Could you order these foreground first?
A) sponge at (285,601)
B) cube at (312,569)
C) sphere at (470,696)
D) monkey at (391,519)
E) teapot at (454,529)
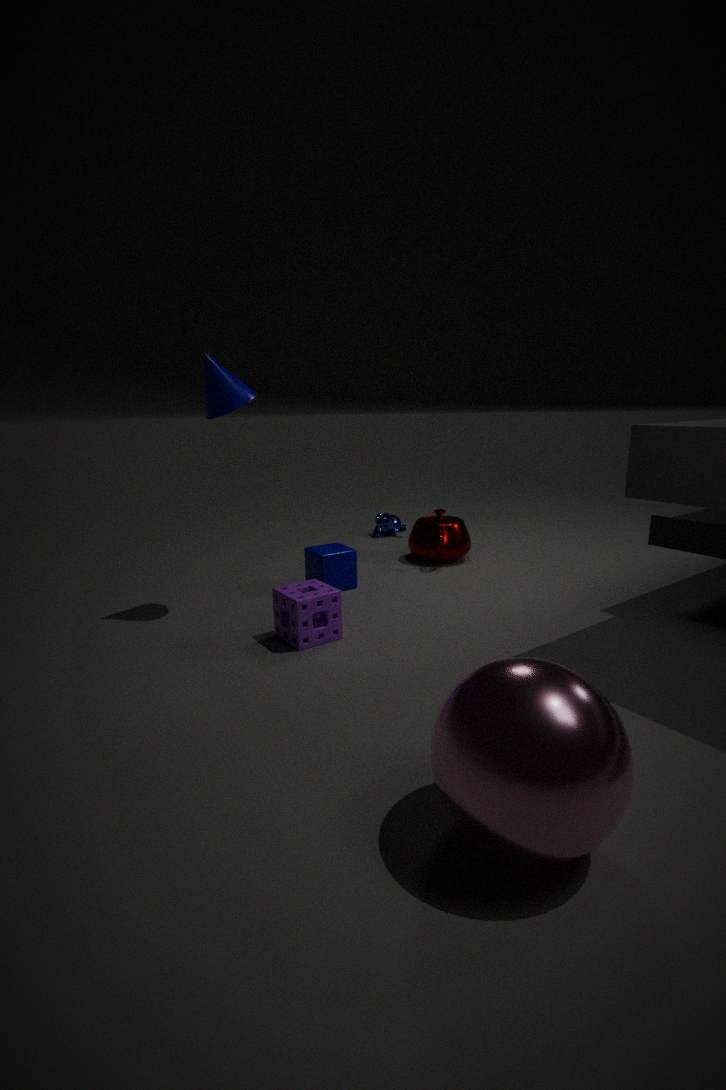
sphere at (470,696) < sponge at (285,601) < cube at (312,569) < teapot at (454,529) < monkey at (391,519)
